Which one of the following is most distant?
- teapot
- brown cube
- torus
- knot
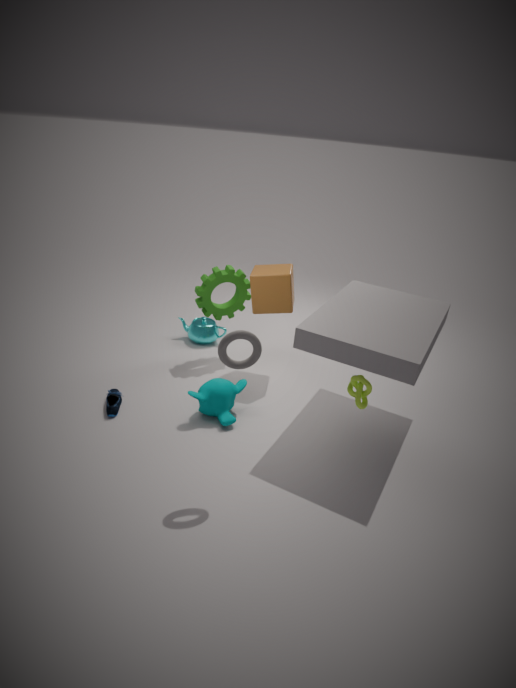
teapot
